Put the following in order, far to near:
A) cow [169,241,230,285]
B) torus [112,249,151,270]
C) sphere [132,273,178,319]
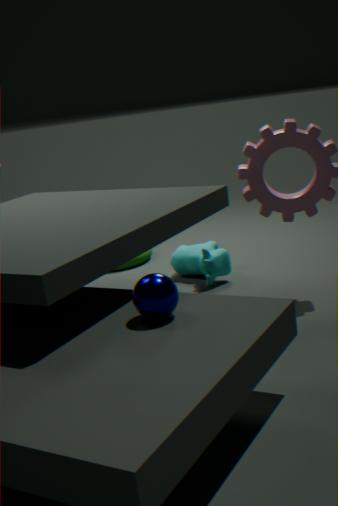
torus [112,249,151,270]
cow [169,241,230,285]
sphere [132,273,178,319]
